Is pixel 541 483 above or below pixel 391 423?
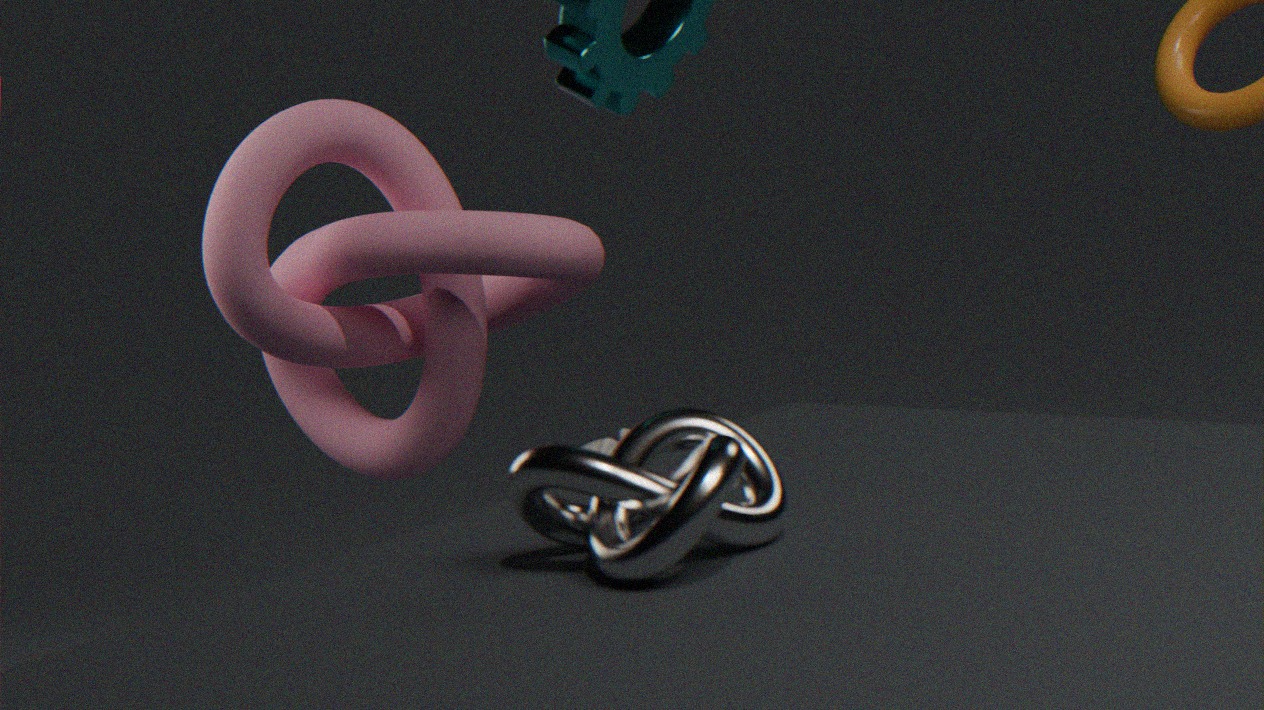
below
